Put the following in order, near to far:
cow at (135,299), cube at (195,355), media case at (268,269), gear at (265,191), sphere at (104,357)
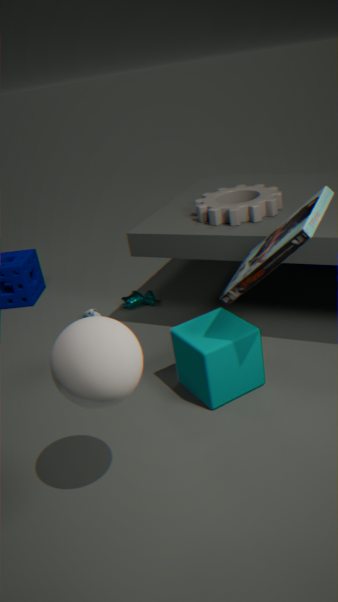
sphere at (104,357)
media case at (268,269)
cube at (195,355)
gear at (265,191)
cow at (135,299)
